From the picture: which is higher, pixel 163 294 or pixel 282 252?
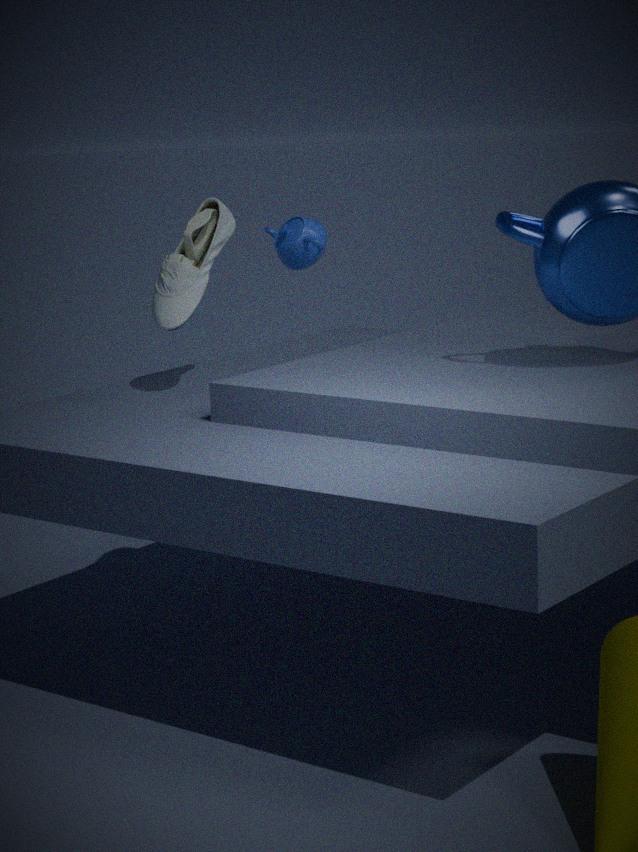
pixel 163 294
